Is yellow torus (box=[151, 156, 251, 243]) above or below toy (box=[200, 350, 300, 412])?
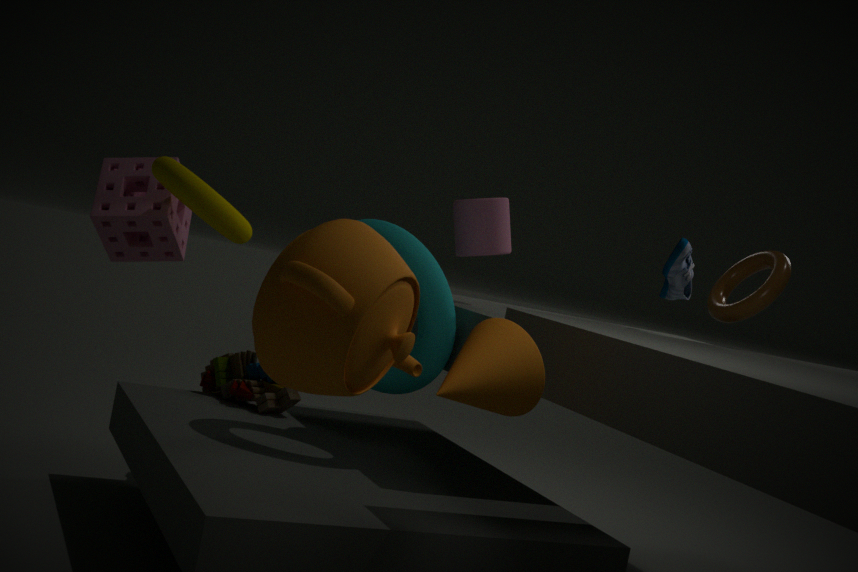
above
